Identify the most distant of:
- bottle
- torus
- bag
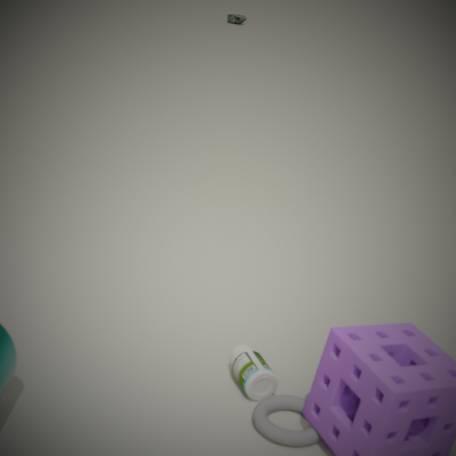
bag
